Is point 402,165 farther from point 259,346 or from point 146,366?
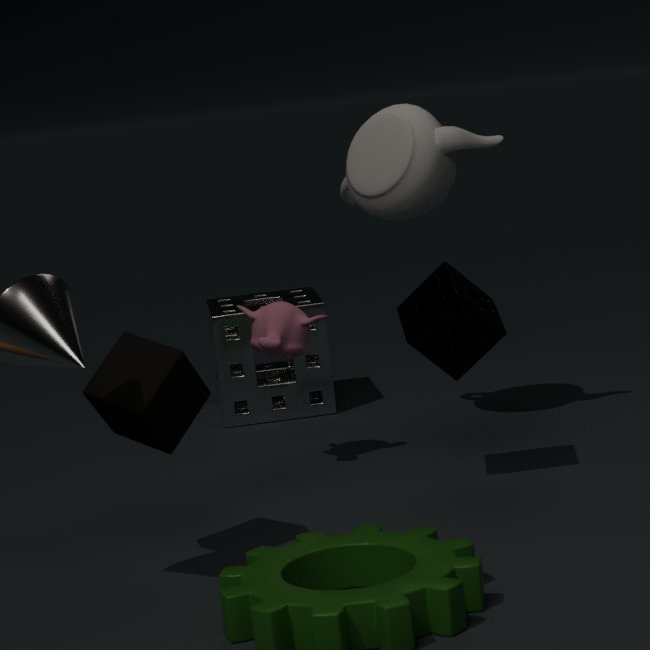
point 146,366
